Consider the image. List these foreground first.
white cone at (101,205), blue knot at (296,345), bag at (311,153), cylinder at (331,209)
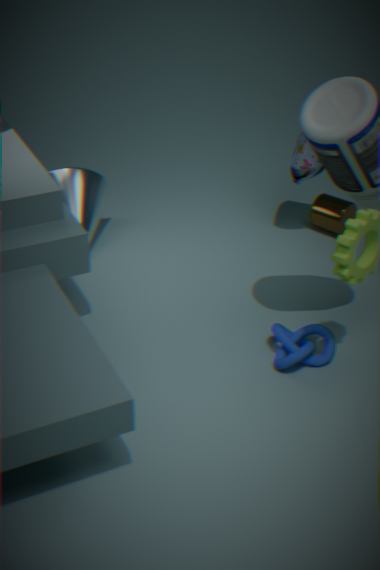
blue knot at (296,345) → bag at (311,153) → white cone at (101,205) → cylinder at (331,209)
